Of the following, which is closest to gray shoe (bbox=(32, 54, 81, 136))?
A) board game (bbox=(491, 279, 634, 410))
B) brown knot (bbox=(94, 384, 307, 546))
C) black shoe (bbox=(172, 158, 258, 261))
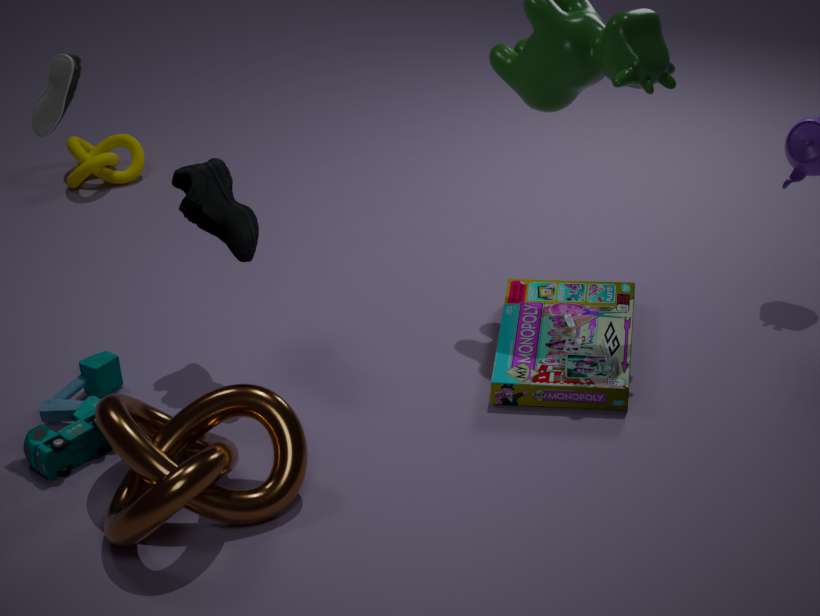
black shoe (bbox=(172, 158, 258, 261))
